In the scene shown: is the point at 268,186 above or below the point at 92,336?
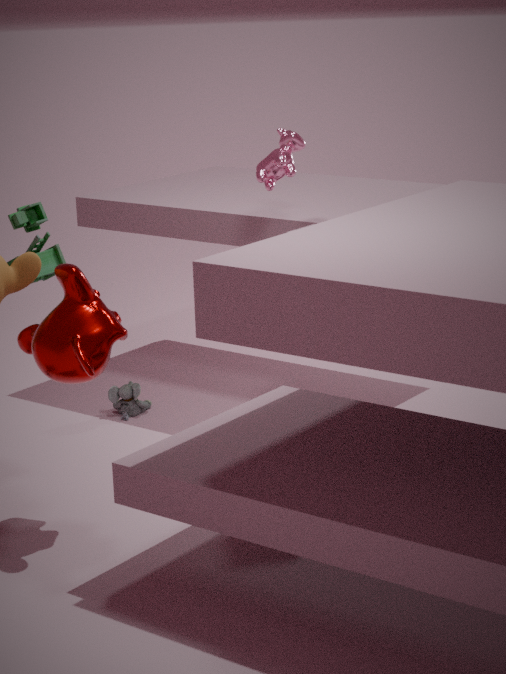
above
